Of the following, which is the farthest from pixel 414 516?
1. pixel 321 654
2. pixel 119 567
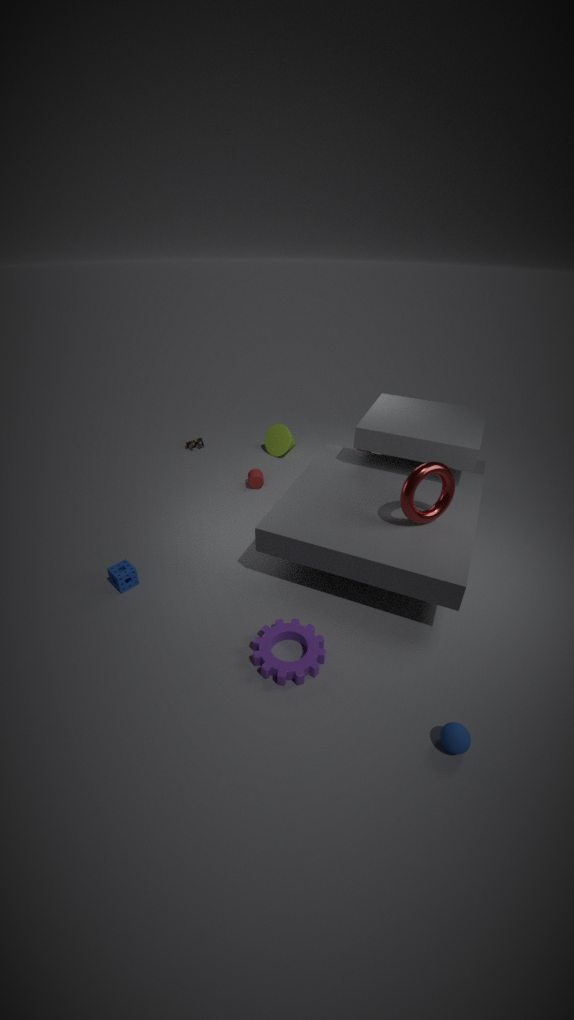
pixel 119 567
